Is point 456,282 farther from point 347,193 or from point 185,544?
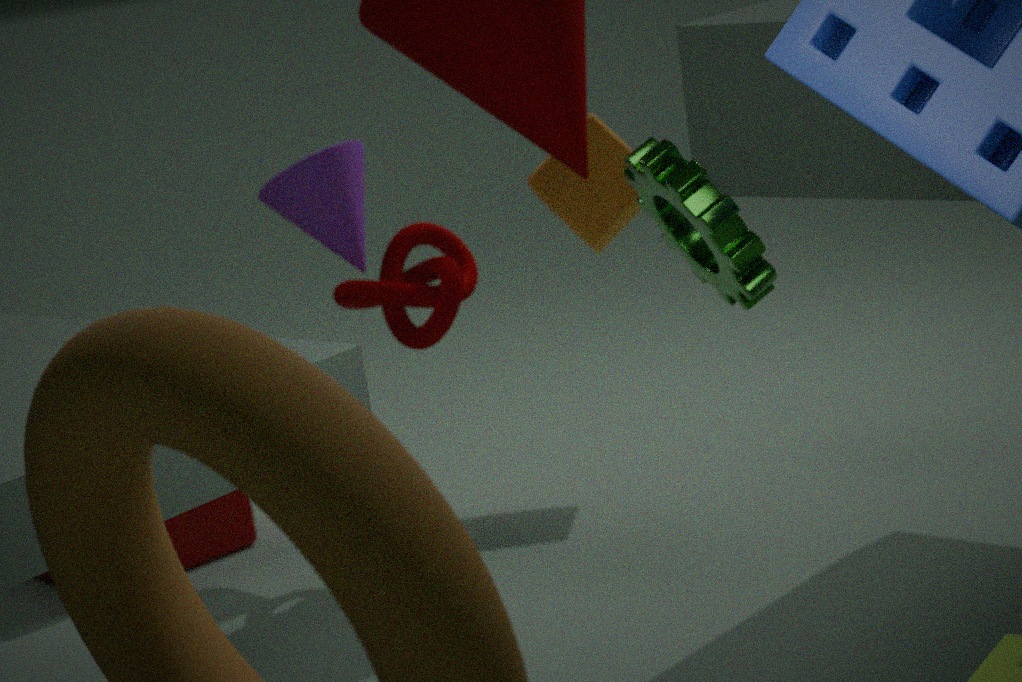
point 185,544
